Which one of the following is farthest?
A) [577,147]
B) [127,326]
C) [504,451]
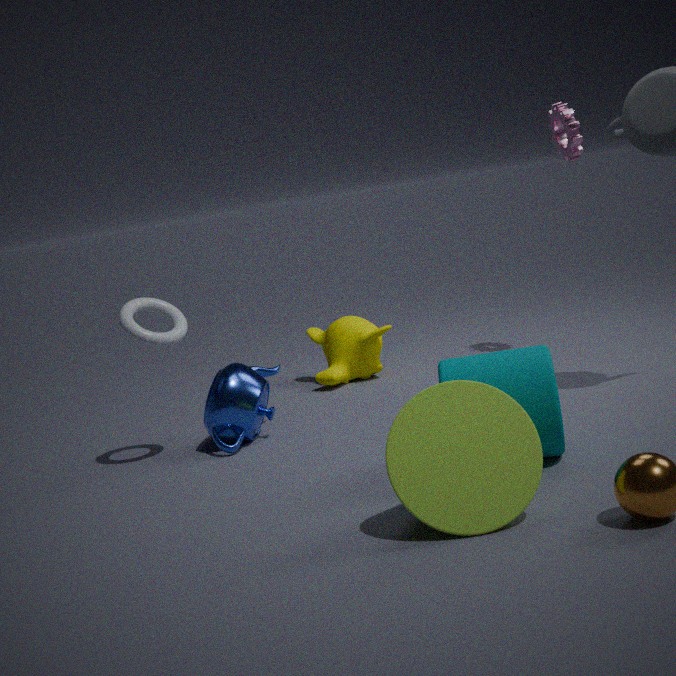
[577,147]
